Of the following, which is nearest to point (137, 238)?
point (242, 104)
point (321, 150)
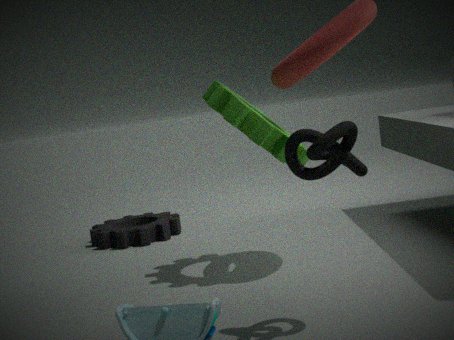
point (242, 104)
